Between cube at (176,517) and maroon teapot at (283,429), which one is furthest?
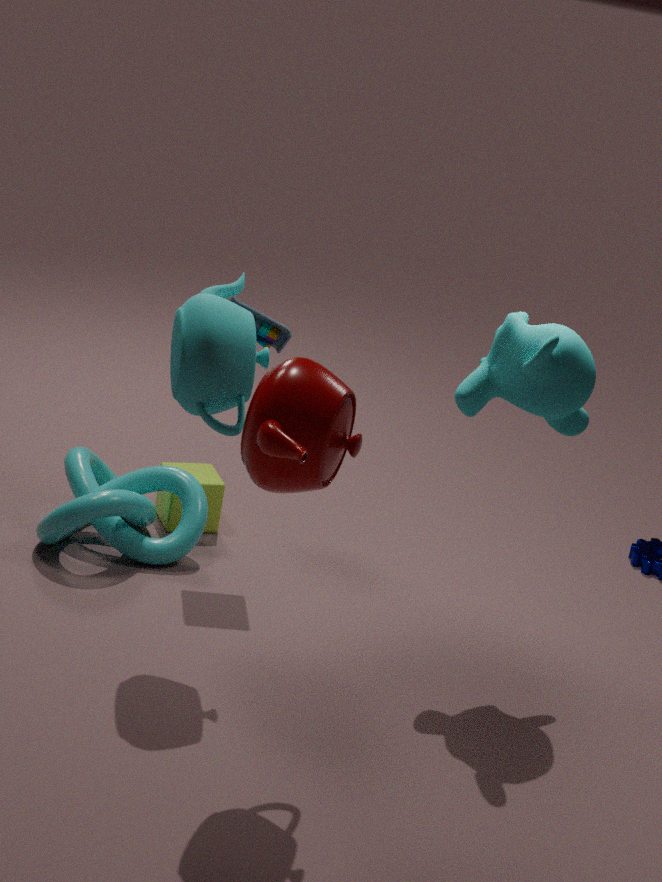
cube at (176,517)
